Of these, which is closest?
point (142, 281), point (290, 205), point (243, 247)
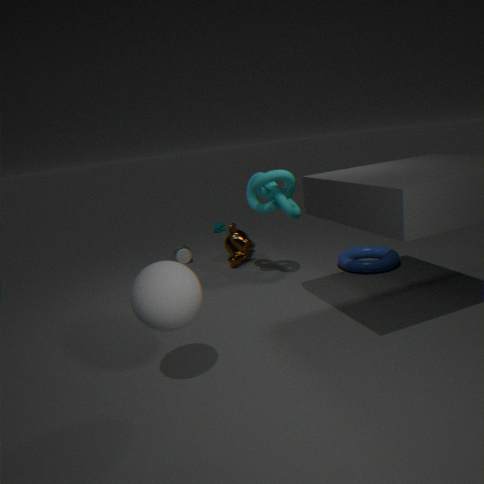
point (142, 281)
